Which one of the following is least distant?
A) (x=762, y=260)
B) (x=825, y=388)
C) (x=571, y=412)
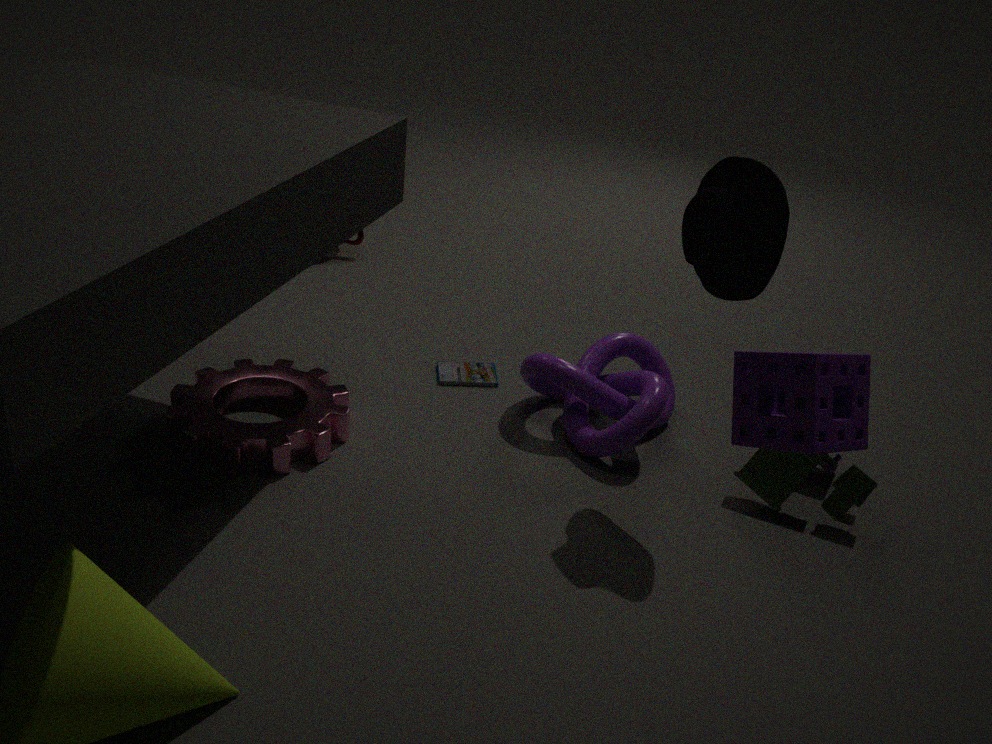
(x=825, y=388)
